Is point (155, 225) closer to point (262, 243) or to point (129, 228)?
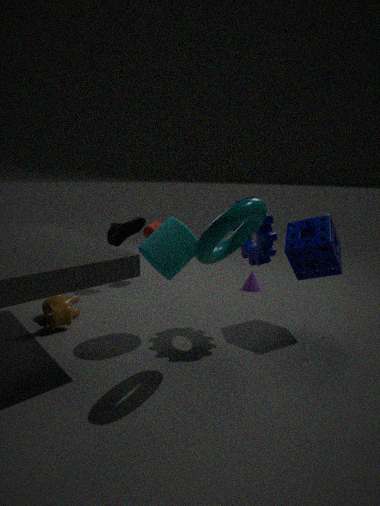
point (129, 228)
